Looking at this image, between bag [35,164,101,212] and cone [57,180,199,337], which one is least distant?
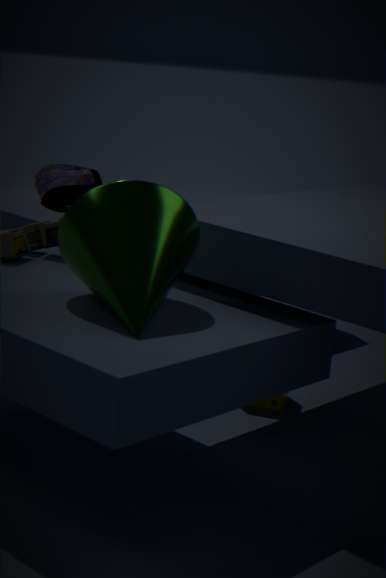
cone [57,180,199,337]
